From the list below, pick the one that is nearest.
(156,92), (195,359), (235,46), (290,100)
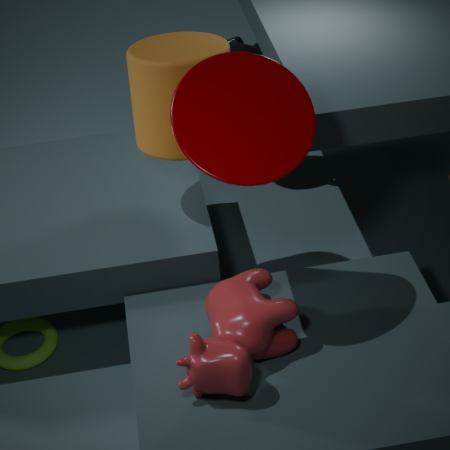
(290,100)
